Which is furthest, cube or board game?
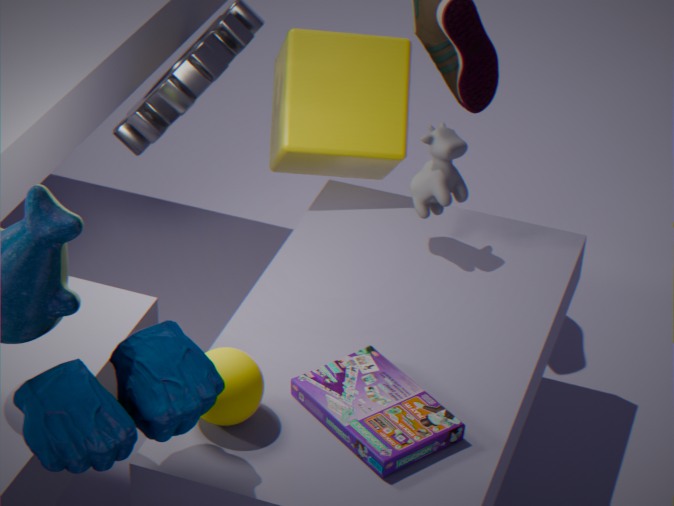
cube
